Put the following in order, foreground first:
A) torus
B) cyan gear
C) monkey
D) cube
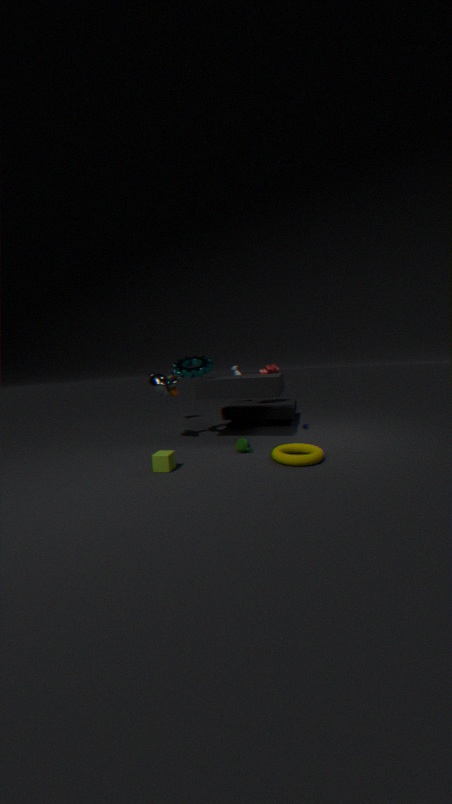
1. torus
2. cube
3. monkey
4. cyan gear
